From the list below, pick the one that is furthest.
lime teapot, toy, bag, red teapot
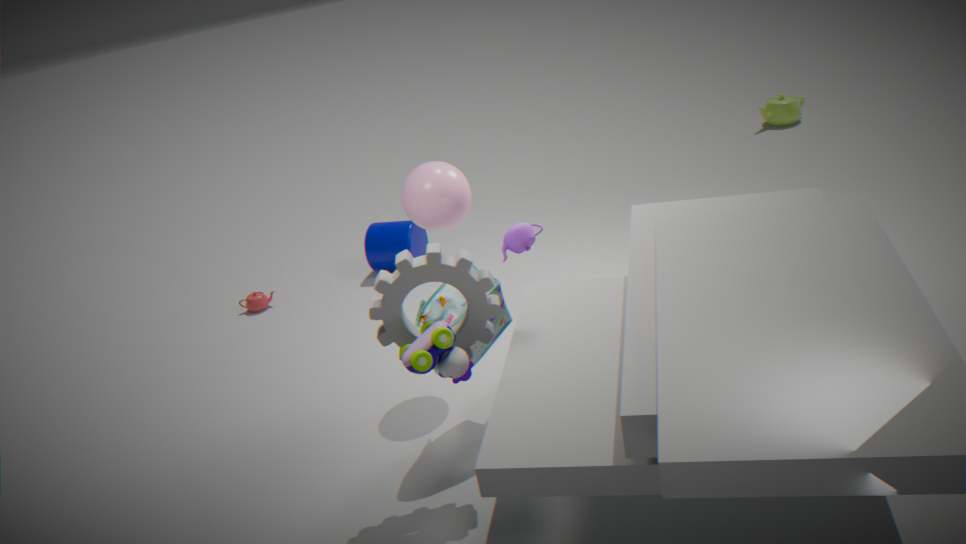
lime teapot
